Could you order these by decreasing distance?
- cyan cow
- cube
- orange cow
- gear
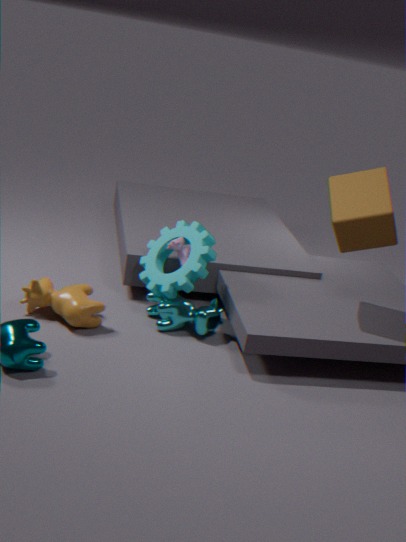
cyan cow < gear < orange cow < cube
